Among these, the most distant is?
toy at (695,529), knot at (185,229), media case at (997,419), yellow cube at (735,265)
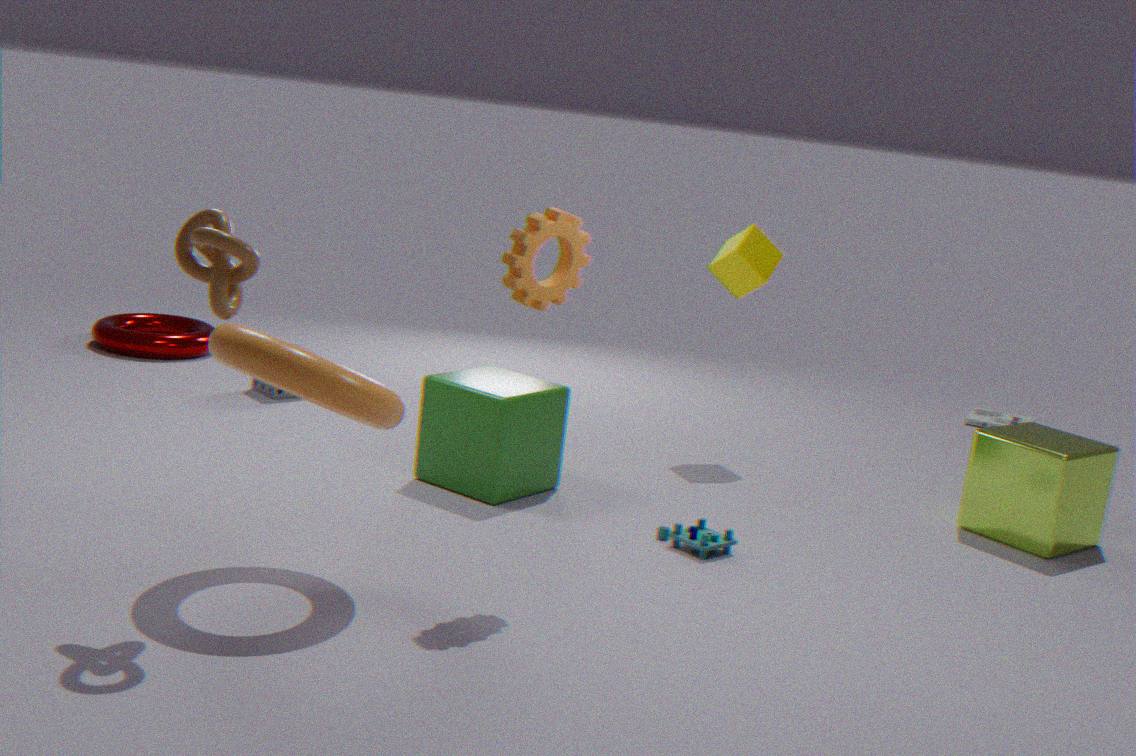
media case at (997,419)
